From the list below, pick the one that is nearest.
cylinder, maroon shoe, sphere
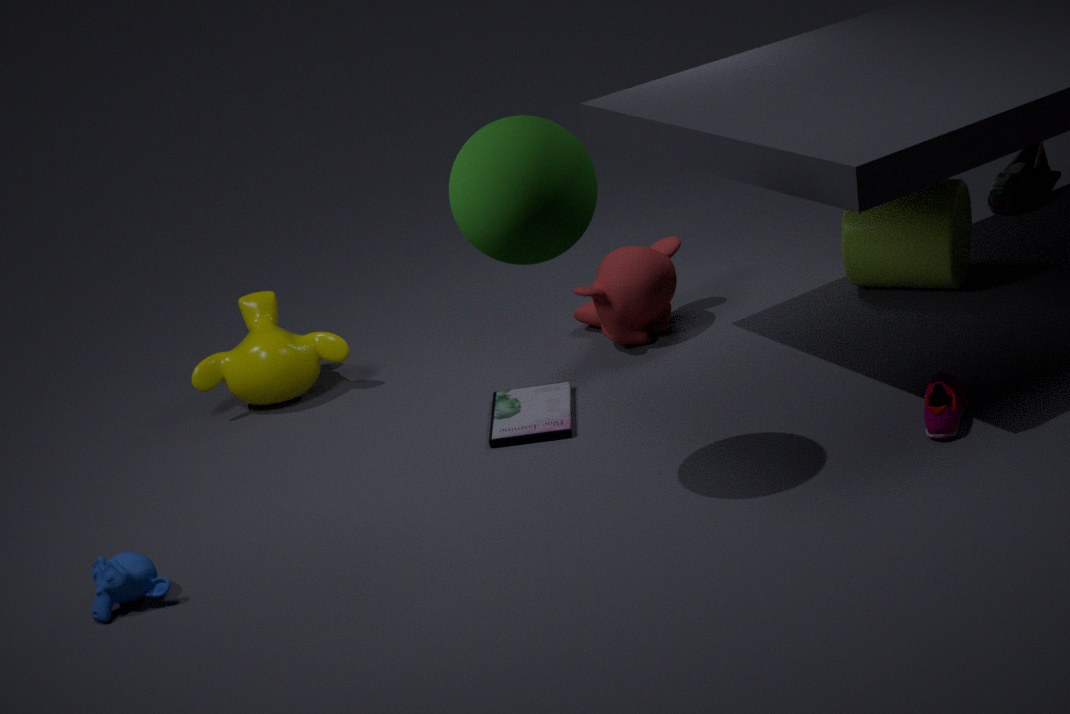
sphere
